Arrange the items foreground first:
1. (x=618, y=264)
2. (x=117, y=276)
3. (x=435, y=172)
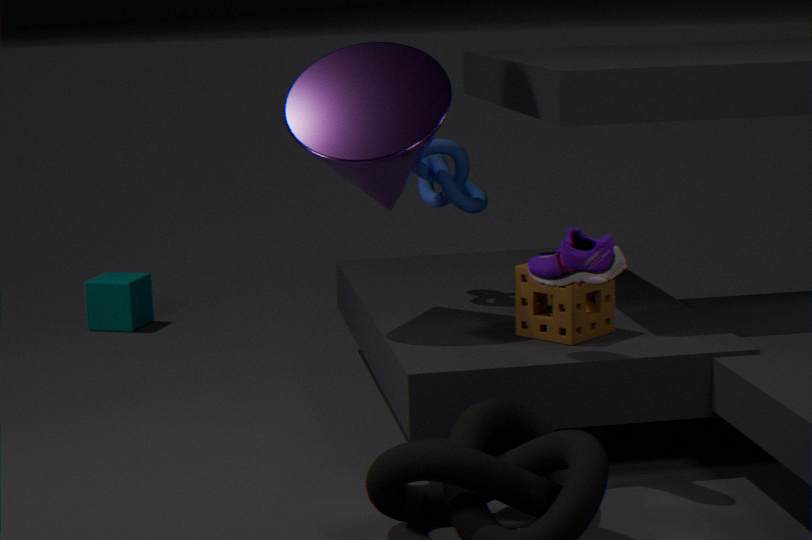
(x=618, y=264) → (x=435, y=172) → (x=117, y=276)
